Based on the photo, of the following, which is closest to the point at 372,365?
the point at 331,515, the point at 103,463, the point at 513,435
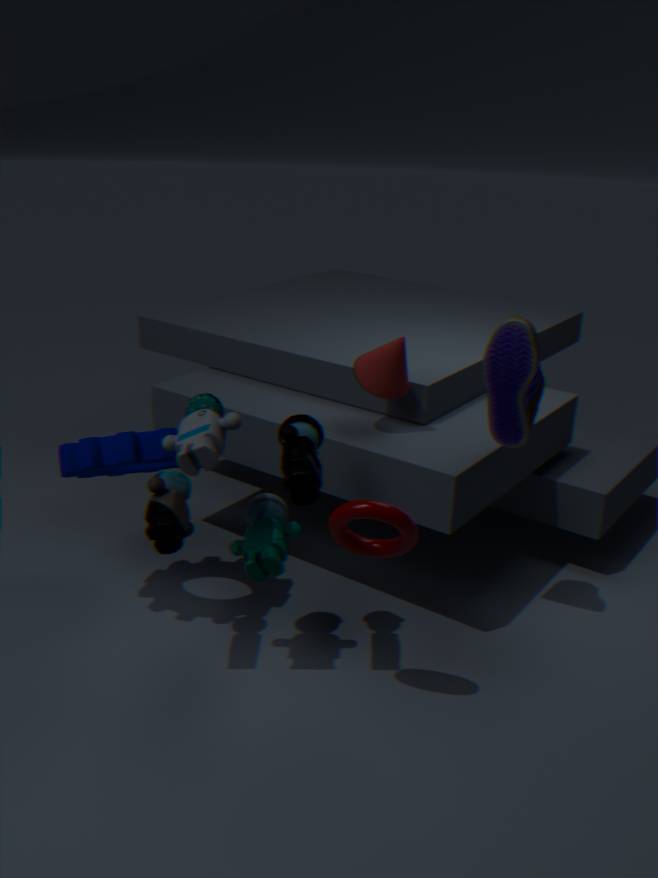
the point at 513,435
